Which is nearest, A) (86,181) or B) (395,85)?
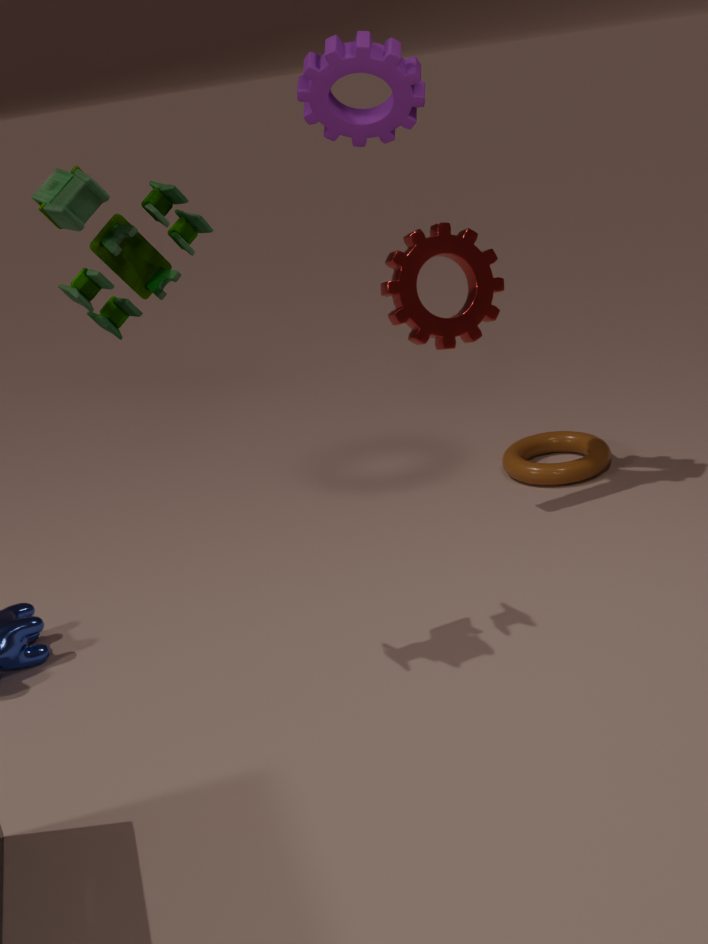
A. (86,181)
